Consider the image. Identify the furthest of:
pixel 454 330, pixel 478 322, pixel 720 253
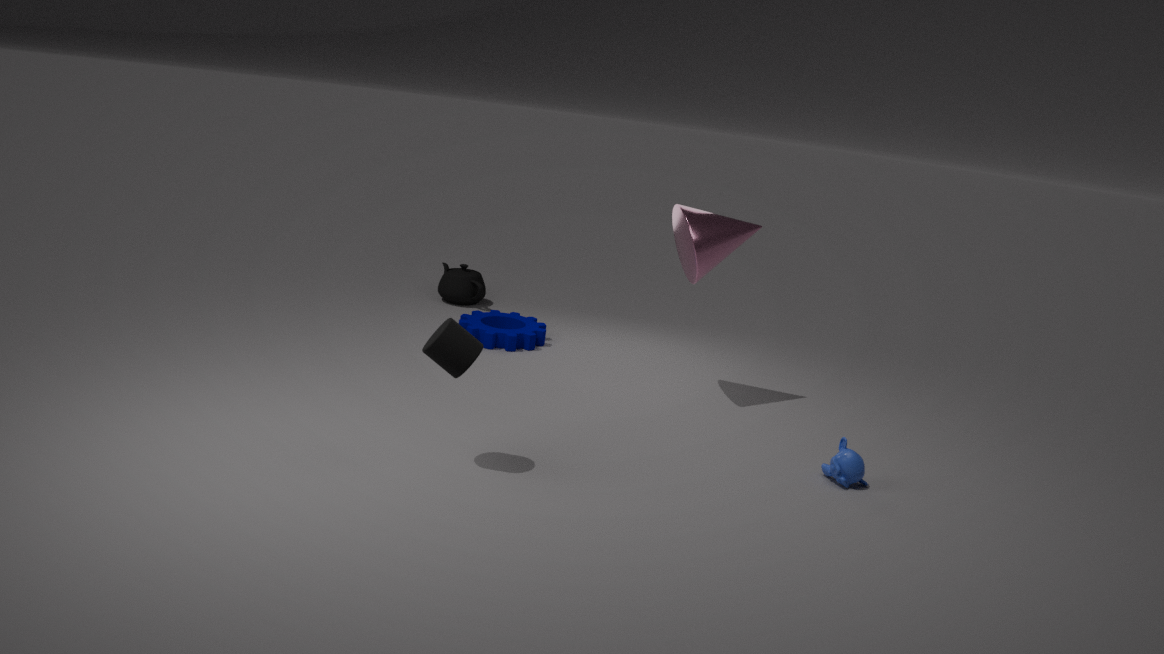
pixel 478 322
